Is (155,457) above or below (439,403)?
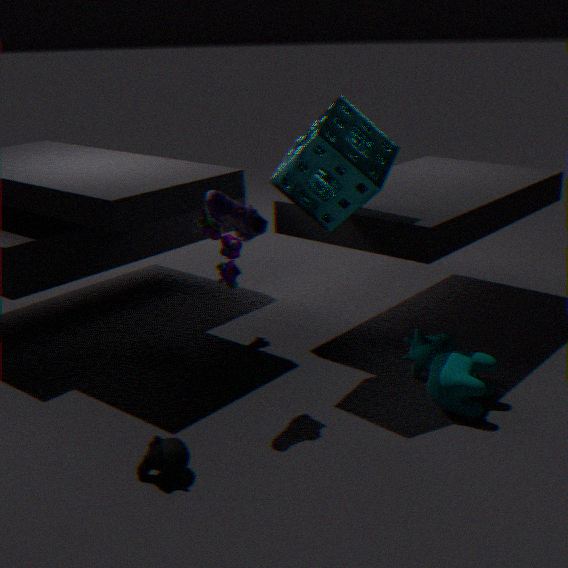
below
